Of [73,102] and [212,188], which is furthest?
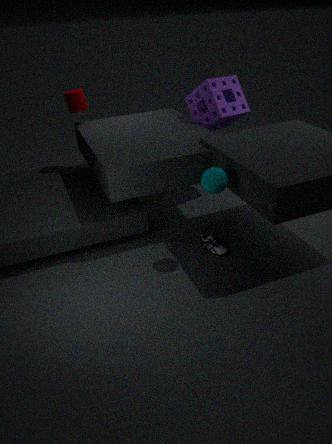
[73,102]
